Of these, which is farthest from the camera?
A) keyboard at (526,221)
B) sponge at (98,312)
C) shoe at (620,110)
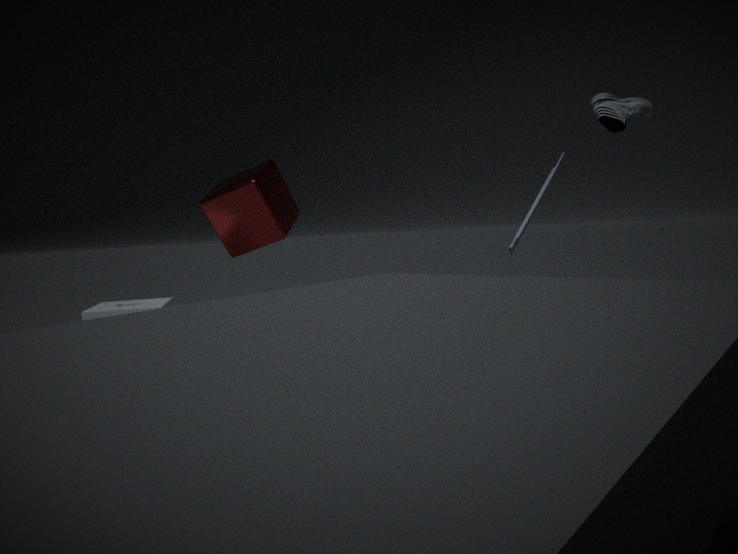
sponge at (98,312)
